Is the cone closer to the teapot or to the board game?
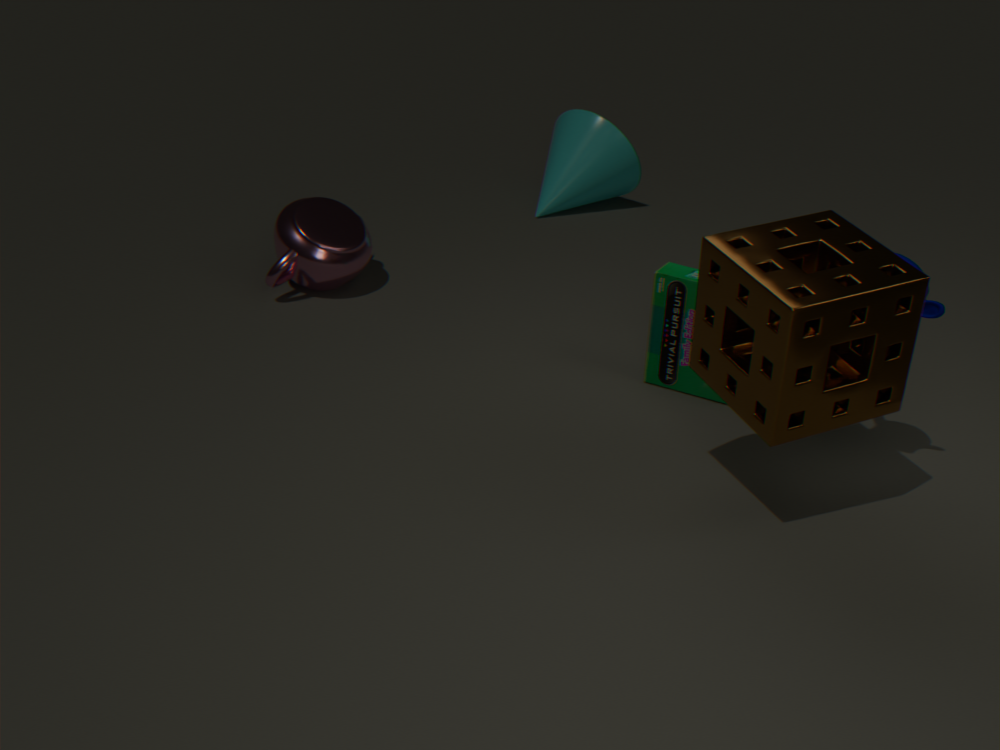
the teapot
